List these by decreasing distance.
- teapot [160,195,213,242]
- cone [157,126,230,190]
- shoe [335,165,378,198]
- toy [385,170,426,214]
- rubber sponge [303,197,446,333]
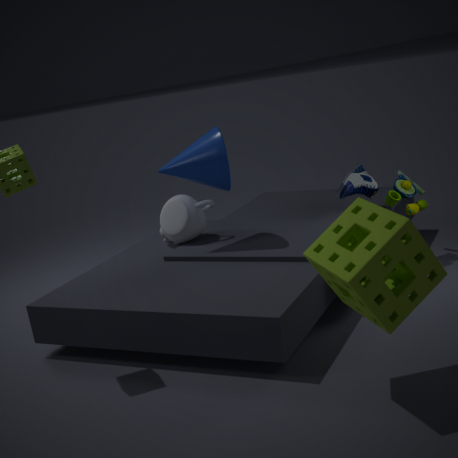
teapot [160,195,213,242] < shoe [335,165,378,198] < toy [385,170,426,214] < cone [157,126,230,190] < rubber sponge [303,197,446,333]
